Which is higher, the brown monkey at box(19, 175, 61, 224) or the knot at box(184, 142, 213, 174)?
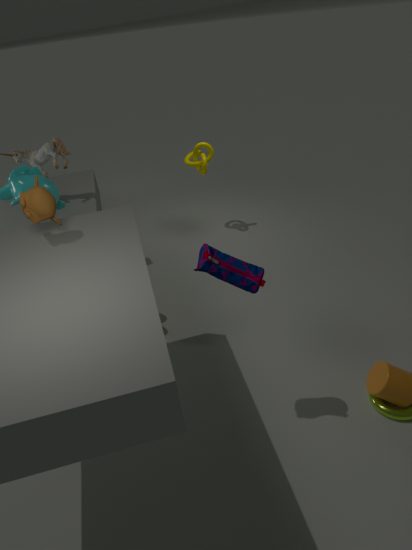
the brown monkey at box(19, 175, 61, 224)
